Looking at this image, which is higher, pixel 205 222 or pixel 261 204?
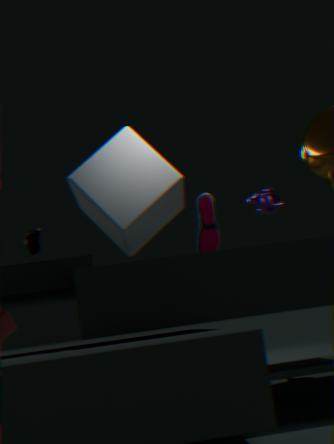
pixel 261 204
